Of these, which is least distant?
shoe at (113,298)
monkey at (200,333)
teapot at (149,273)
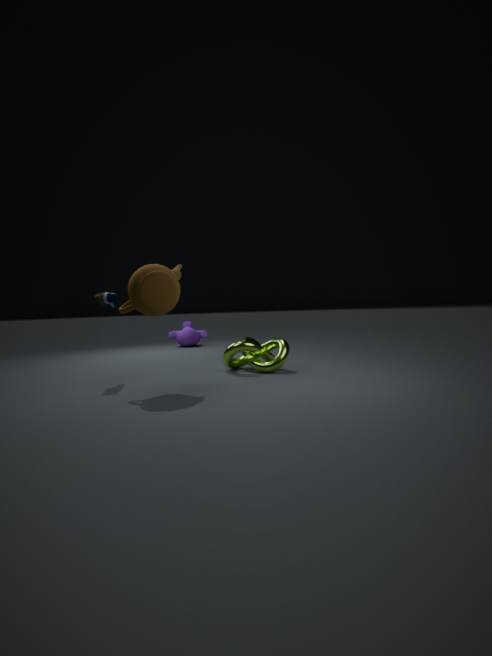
teapot at (149,273)
